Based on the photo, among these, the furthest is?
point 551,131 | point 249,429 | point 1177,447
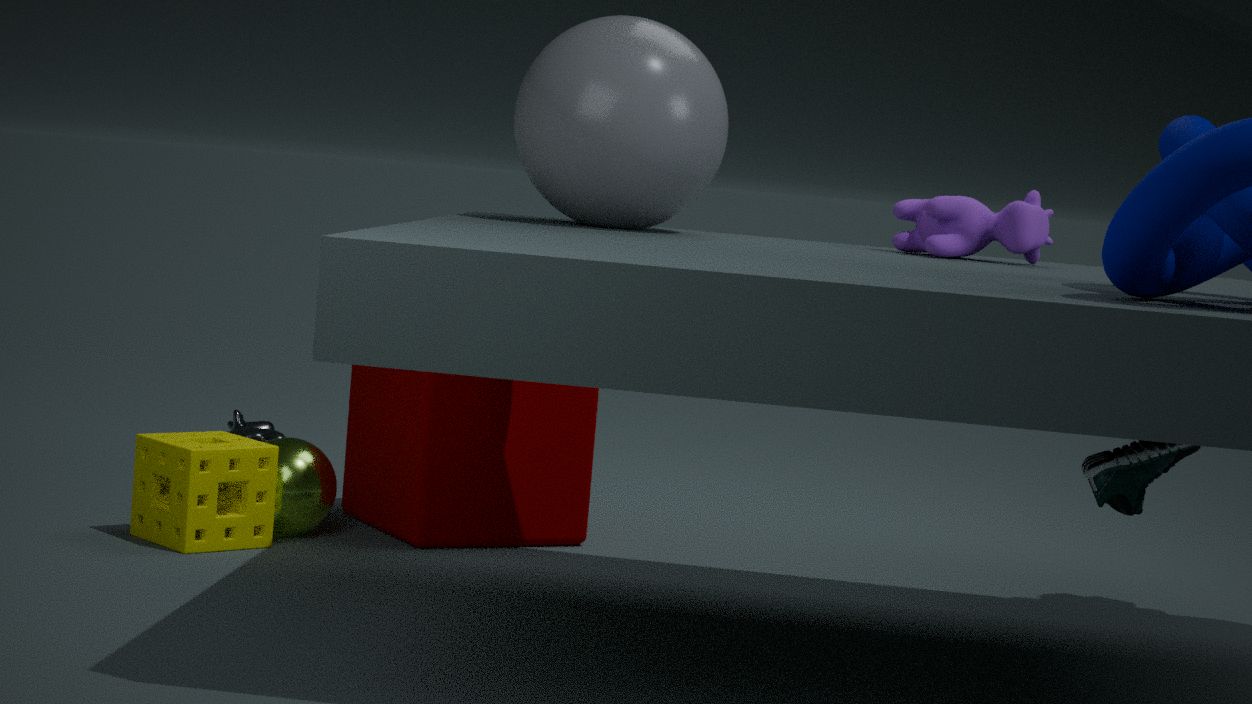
point 249,429
